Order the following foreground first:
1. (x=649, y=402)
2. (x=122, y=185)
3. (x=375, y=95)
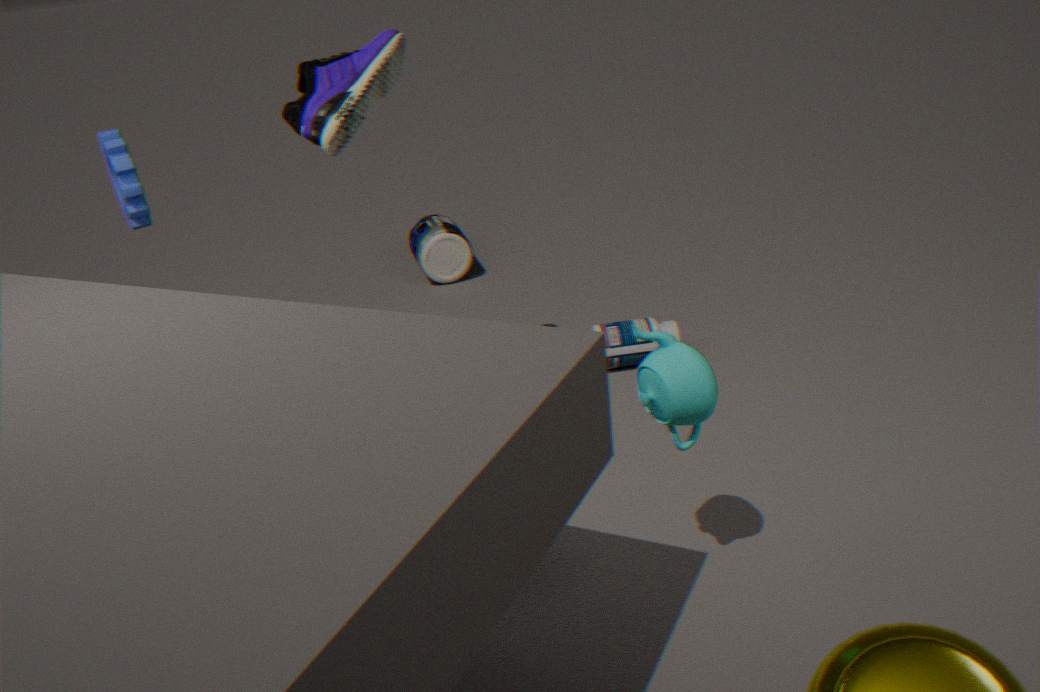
(x=649, y=402) → (x=375, y=95) → (x=122, y=185)
